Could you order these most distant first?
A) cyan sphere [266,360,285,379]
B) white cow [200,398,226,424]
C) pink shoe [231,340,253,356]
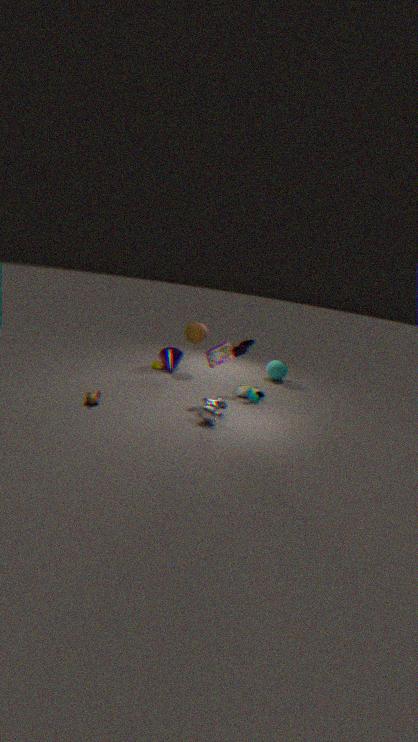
cyan sphere [266,360,285,379] → pink shoe [231,340,253,356] → white cow [200,398,226,424]
